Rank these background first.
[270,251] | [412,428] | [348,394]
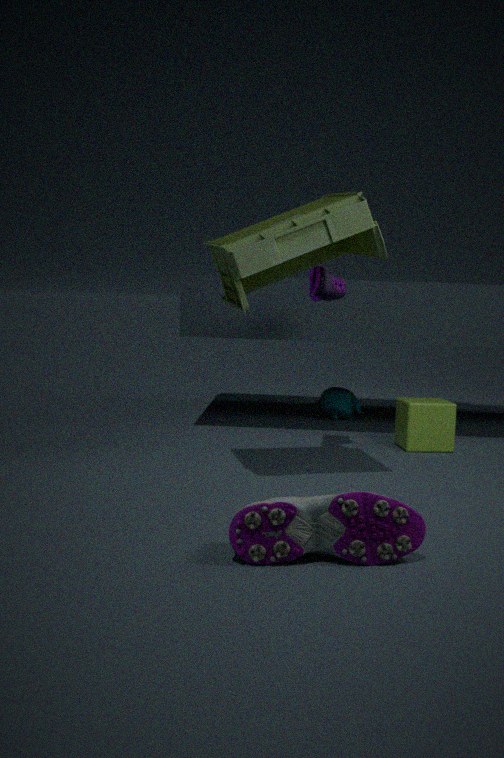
[348,394] < [412,428] < [270,251]
